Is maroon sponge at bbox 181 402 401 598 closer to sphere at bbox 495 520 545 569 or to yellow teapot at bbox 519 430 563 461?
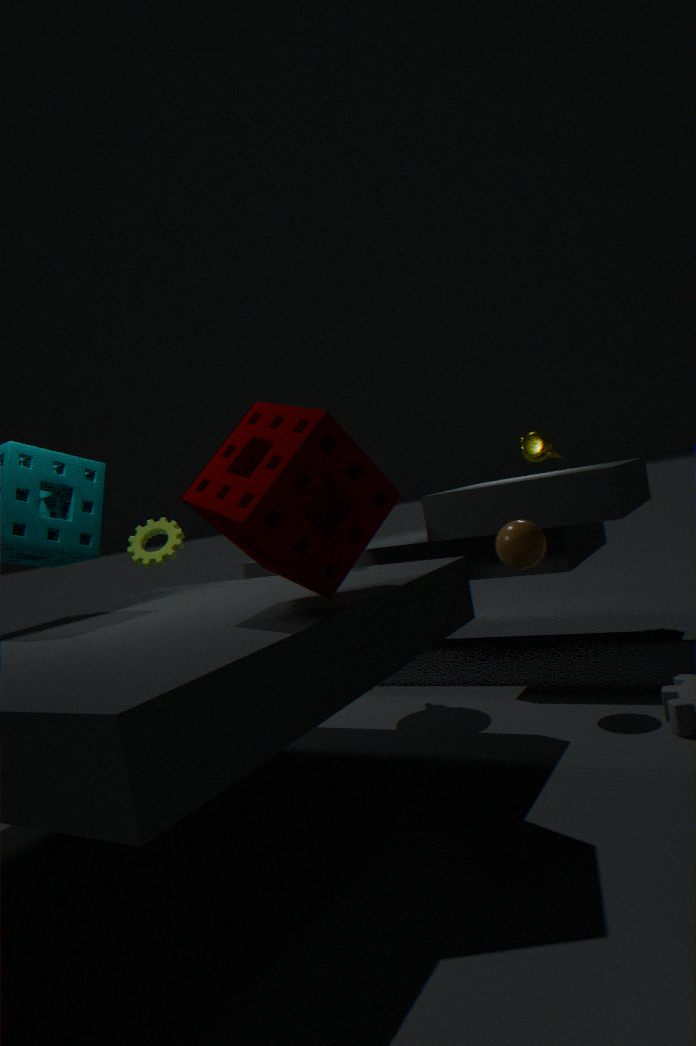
sphere at bbox 495 520 545 569
